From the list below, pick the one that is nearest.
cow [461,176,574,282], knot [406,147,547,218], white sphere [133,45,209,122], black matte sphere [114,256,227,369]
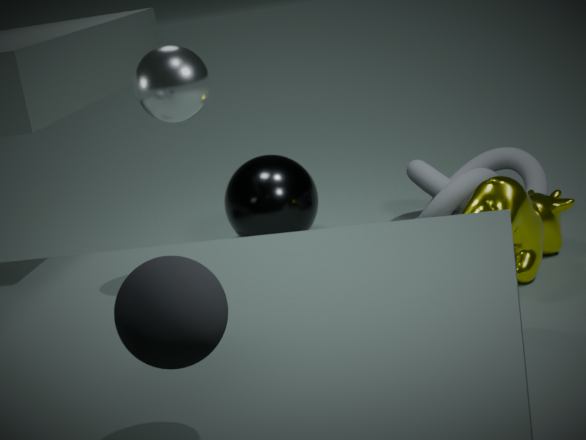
black matte sphere [114,256,227,369]
